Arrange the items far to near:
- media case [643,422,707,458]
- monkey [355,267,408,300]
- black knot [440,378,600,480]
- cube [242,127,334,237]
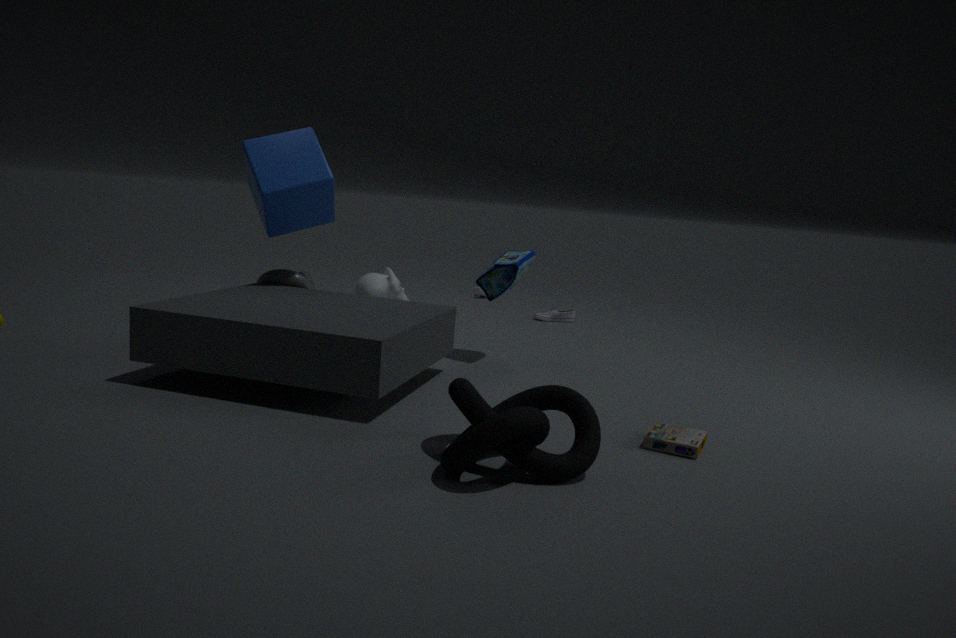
monkey [355,267,408,300] < cube [242,127,334,237] < media case [643,422,707,458] < black knot [440,378,600,480]
